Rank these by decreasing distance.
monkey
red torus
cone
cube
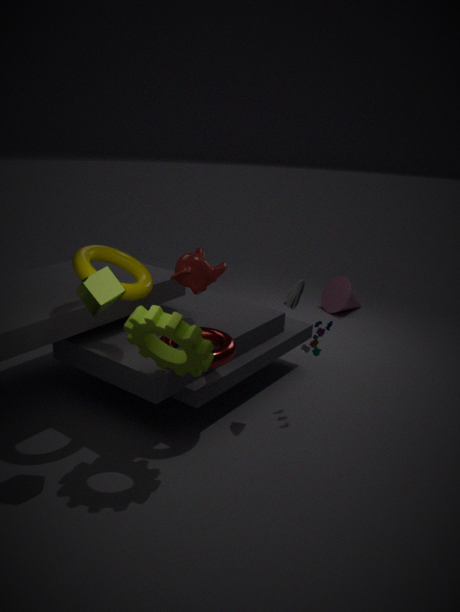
cone
monkey
red torus
cube
